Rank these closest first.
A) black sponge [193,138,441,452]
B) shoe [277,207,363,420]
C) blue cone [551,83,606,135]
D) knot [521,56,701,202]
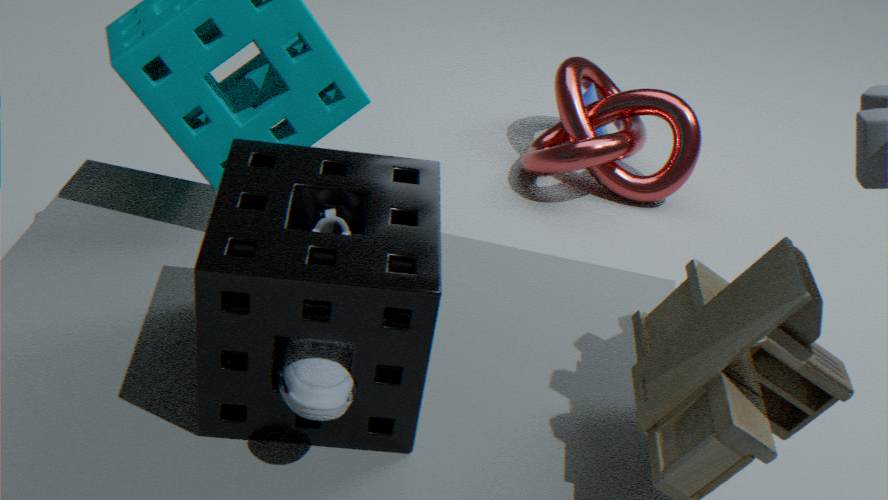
black sponge [193,138,441,452], shoe [277,207,363,420], knot [521,56,701,202], blue cone [551,83,606,135]
